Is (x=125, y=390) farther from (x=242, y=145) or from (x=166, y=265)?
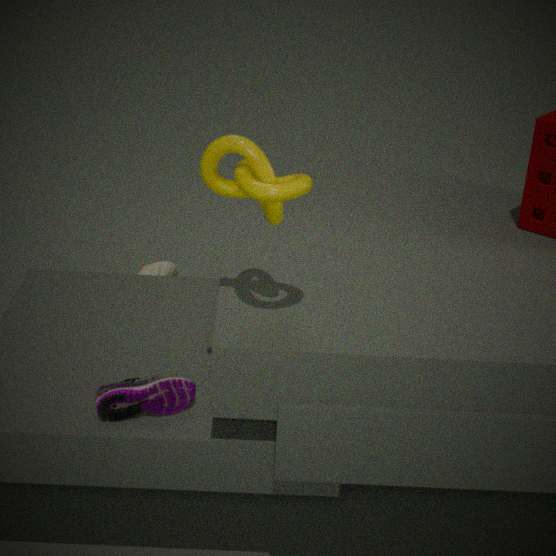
(x=166, y=265)
